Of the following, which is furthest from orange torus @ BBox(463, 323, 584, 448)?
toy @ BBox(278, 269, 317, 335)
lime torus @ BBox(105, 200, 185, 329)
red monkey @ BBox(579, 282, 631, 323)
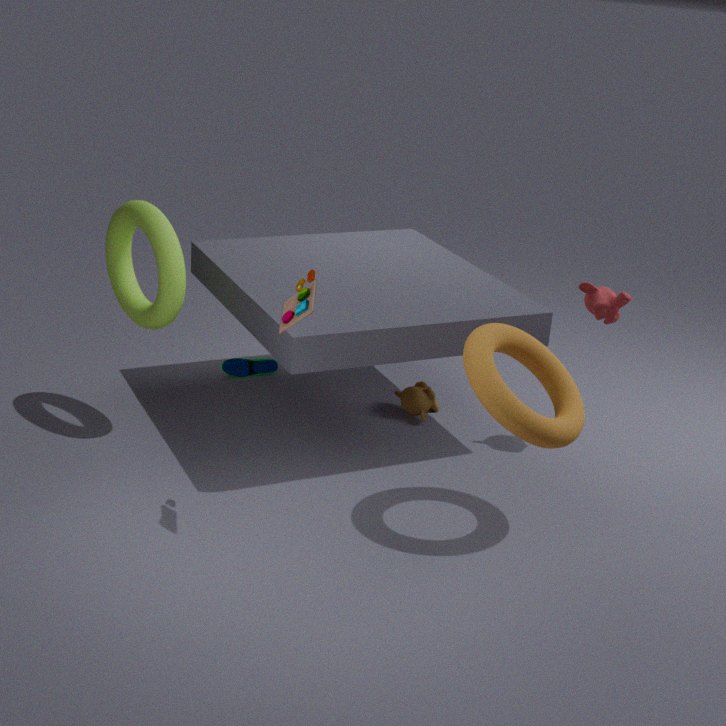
lime torus @ BBox(105, 200, 185, 329)
